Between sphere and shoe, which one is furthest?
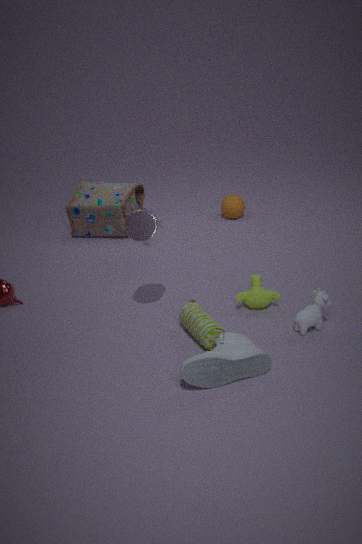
sphere
